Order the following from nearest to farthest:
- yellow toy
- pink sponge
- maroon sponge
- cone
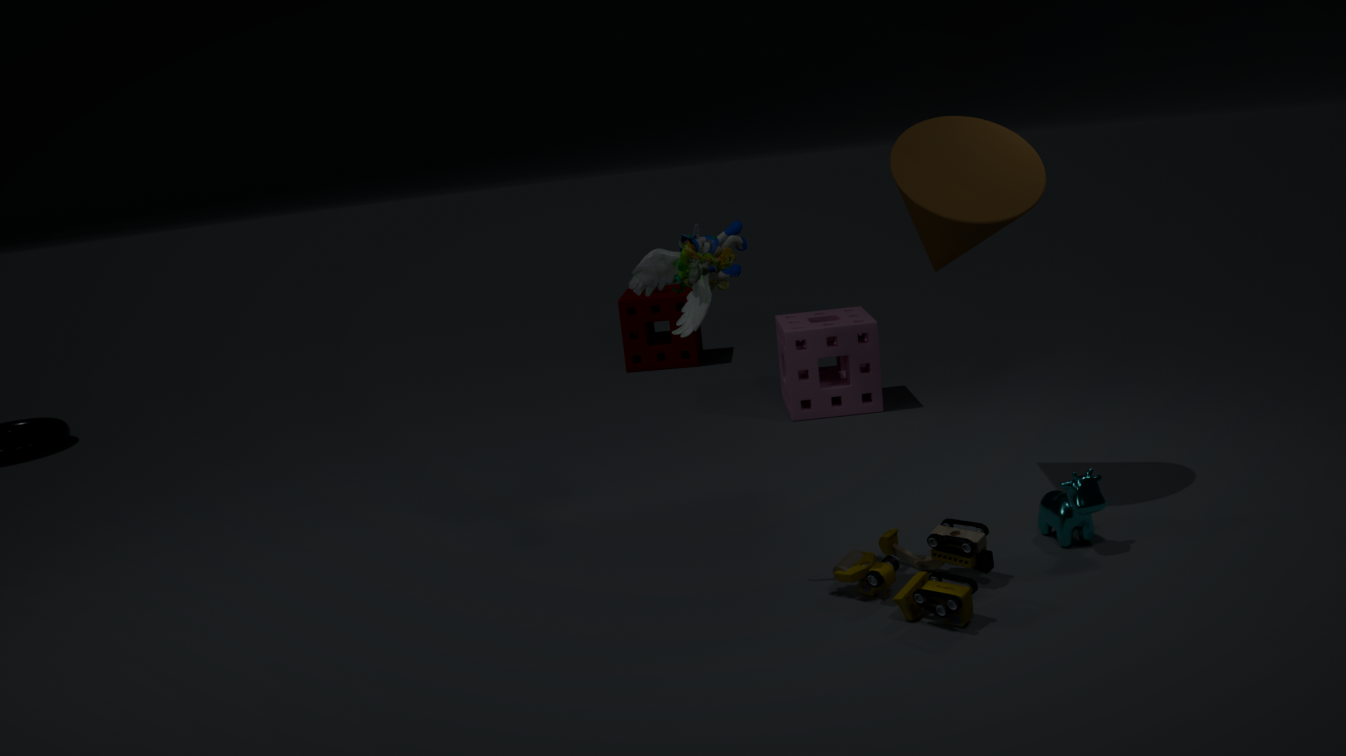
yellow toy, cone, pink sponge, maroon sponge
